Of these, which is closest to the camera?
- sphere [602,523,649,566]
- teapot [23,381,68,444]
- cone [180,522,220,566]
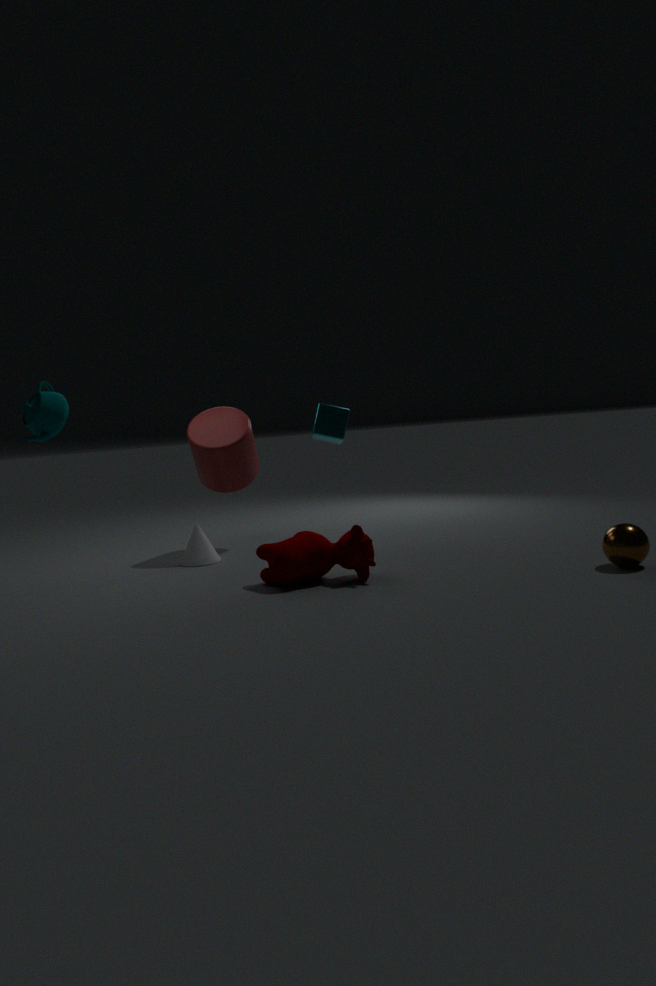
teapot [23,381,68,444]
